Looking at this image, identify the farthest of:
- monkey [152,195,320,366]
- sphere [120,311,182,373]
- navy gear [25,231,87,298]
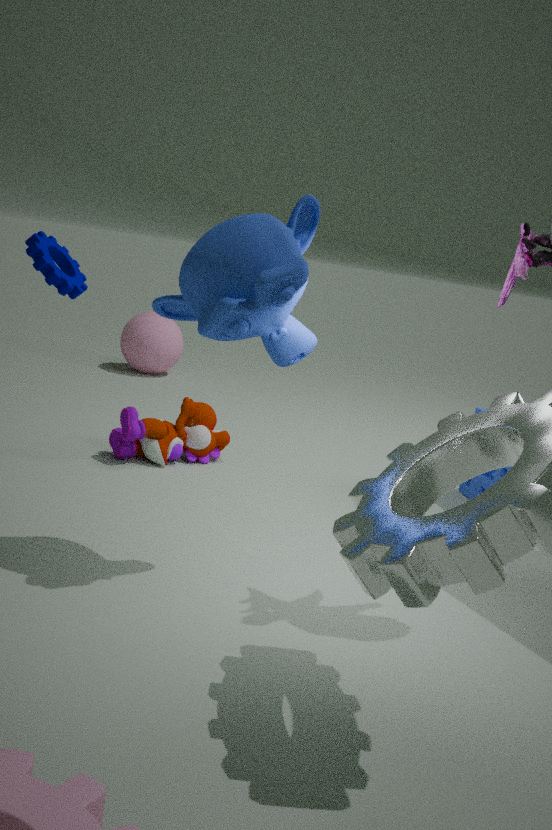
sphere [120,311,182,373]
